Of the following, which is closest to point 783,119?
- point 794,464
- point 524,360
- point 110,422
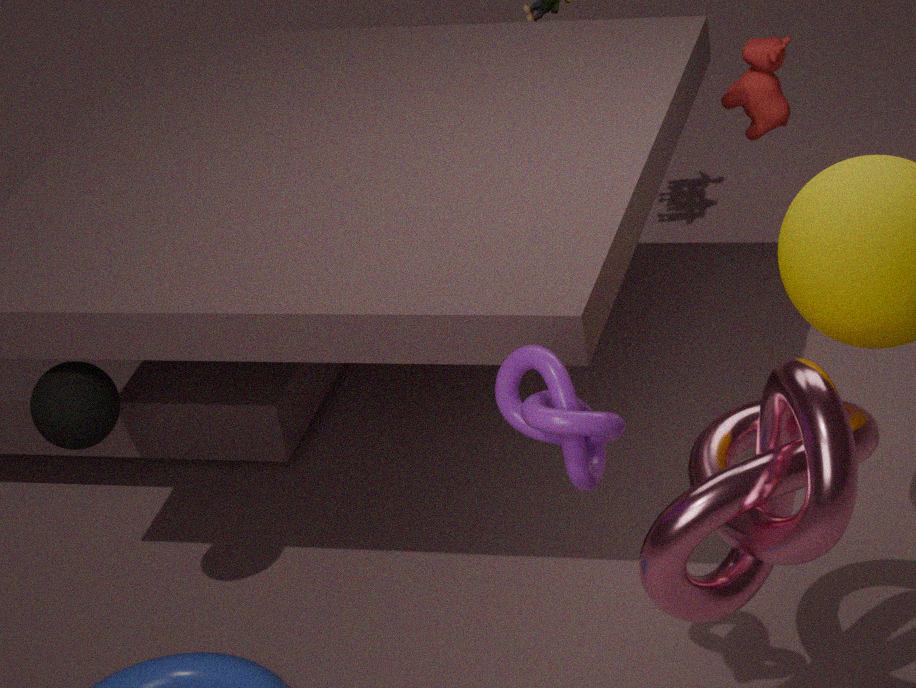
point 794,464
